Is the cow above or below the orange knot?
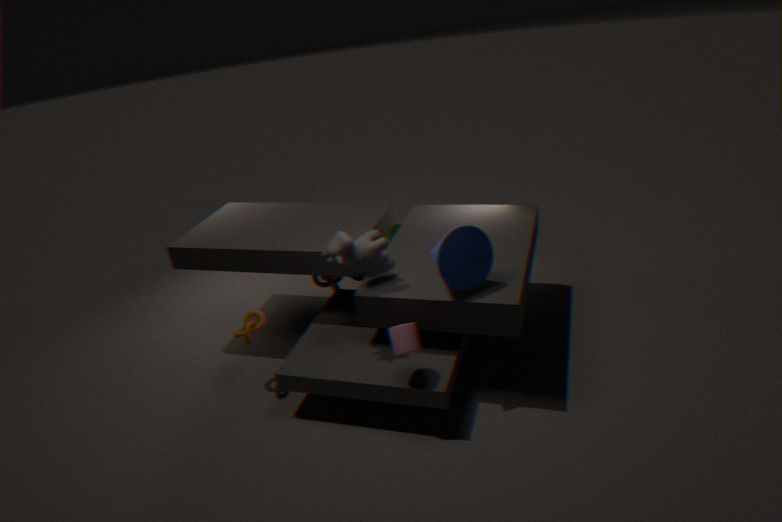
above
